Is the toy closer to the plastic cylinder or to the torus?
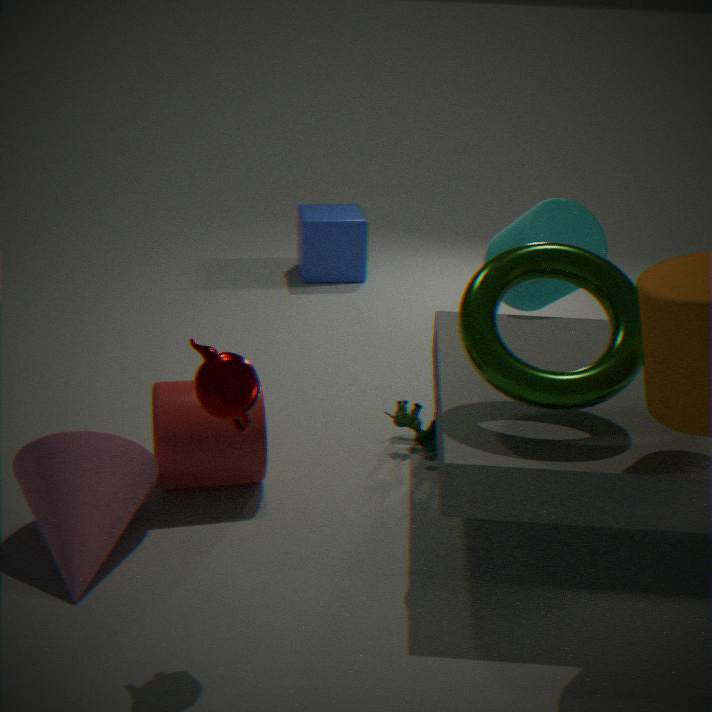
the plastic cylinder
